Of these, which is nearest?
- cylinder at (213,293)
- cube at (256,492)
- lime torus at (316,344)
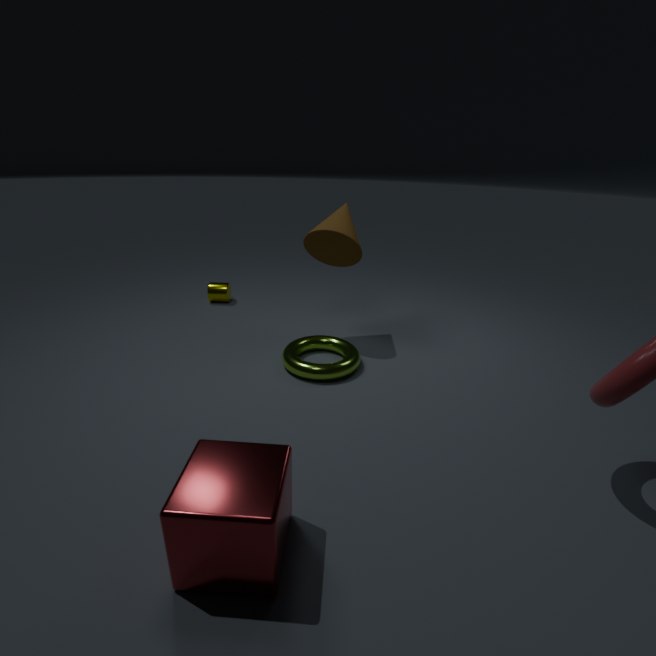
cube at (256,492)
